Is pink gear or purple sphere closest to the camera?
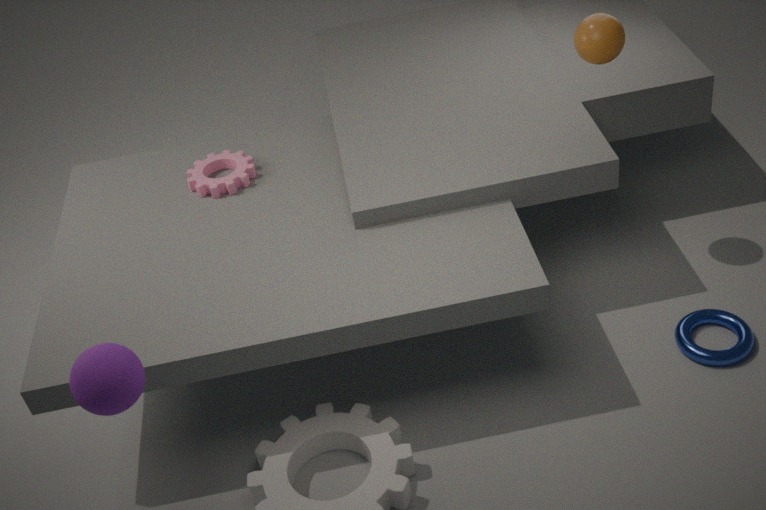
purple sphere
